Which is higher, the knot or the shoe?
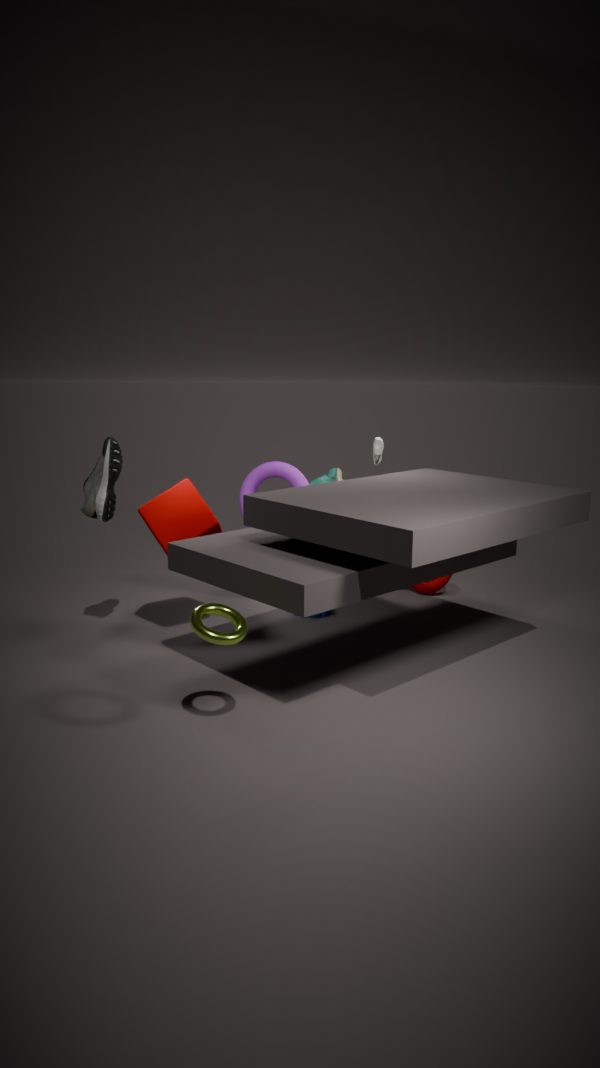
the shoe
